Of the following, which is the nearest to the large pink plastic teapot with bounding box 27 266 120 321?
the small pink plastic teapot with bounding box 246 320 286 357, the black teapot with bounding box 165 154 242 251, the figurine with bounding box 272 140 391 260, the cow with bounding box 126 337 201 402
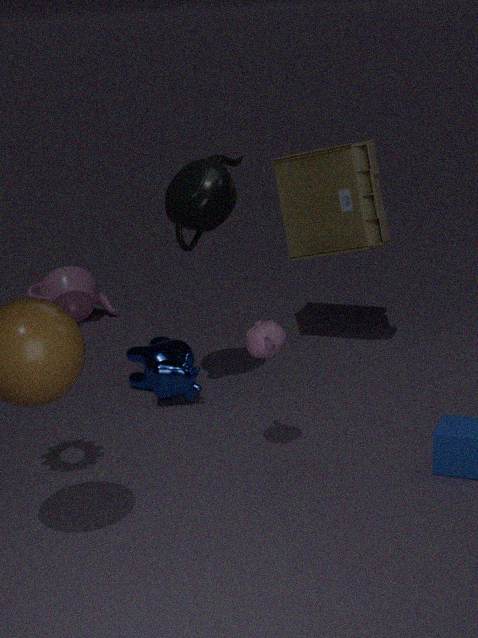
the cow with bounding box 126 337 201 402
